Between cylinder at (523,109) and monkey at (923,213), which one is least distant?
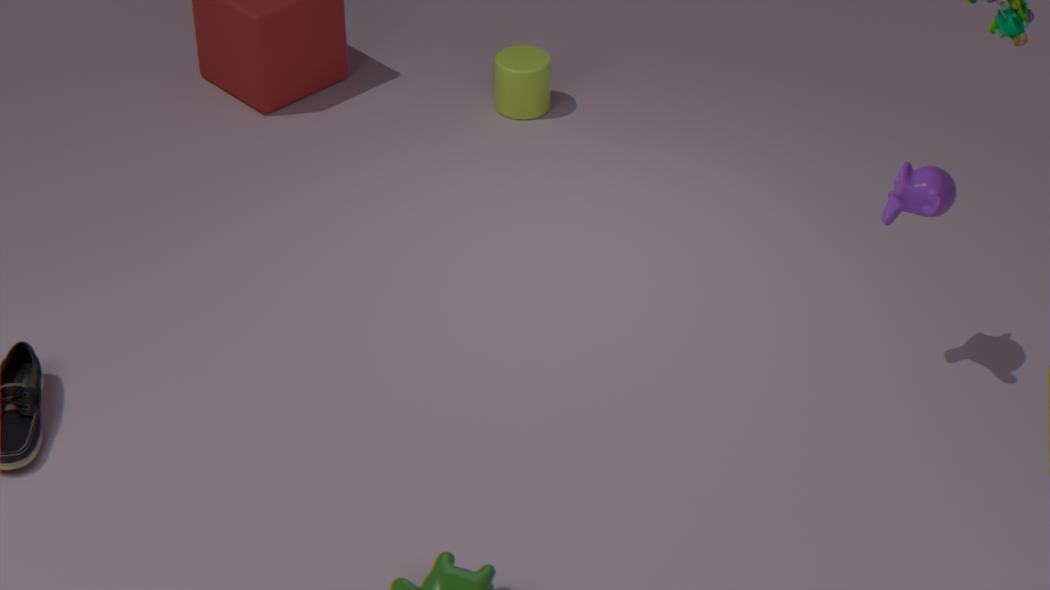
monkey at (923,213)
